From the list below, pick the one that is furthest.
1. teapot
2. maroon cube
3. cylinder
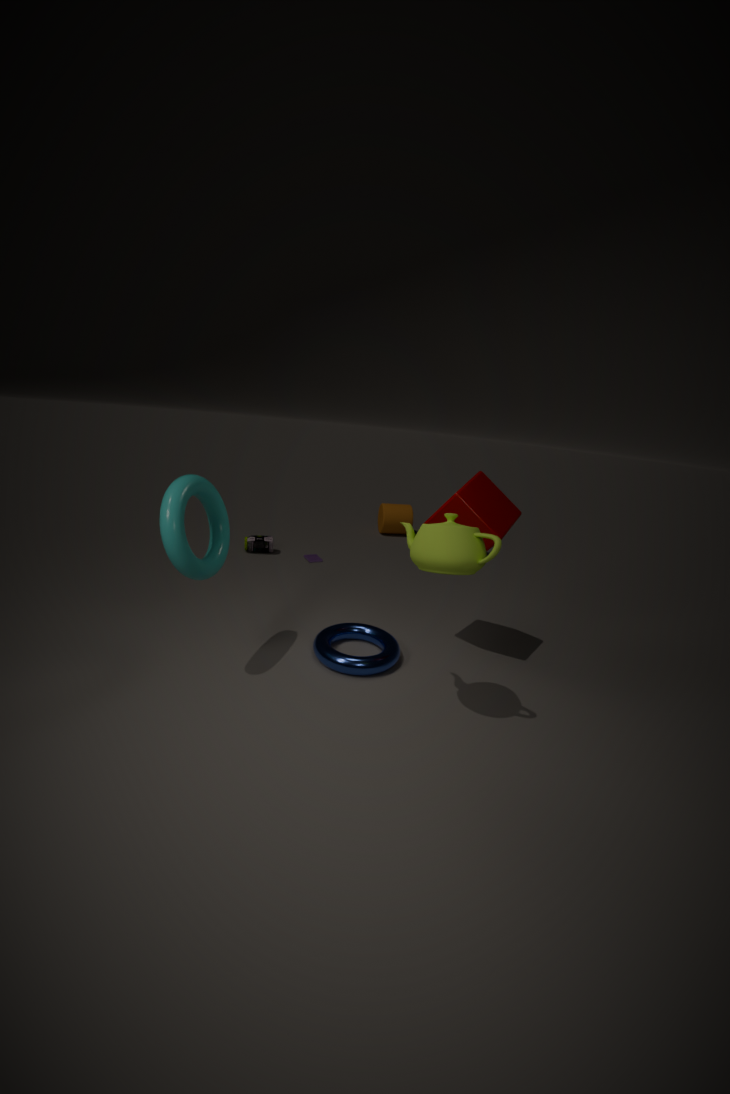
cylinder
